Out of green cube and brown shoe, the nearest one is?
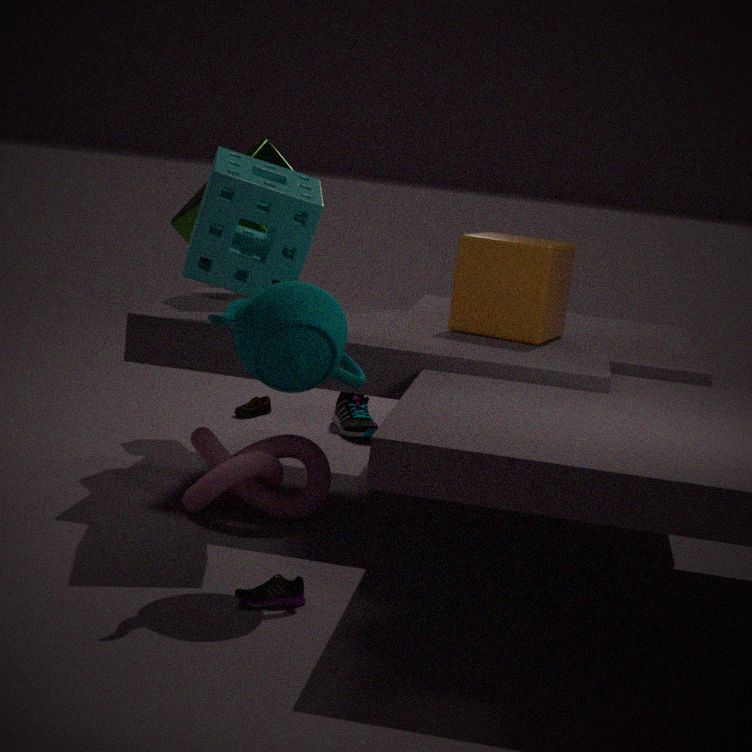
green cube
